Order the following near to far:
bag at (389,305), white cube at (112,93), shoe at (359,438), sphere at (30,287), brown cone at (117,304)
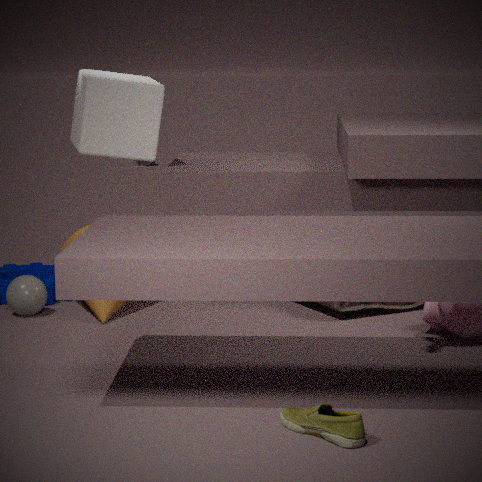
shoe at (359,438) → brown cone at (117,304) → bag at (389,305) → sphere at (30,287) → white cube at (112,93)
